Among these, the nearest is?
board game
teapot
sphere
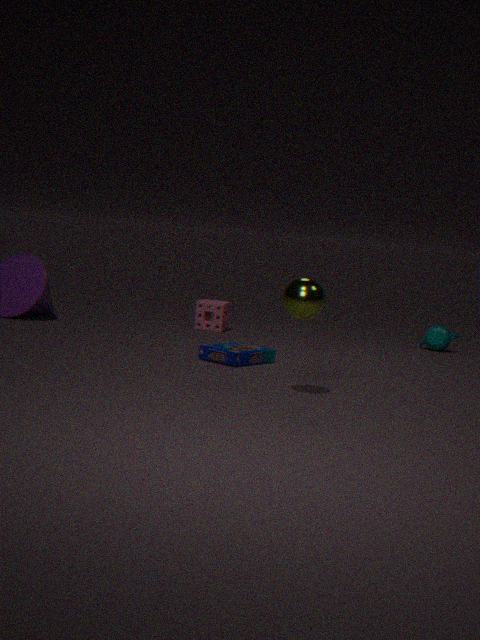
sphere
